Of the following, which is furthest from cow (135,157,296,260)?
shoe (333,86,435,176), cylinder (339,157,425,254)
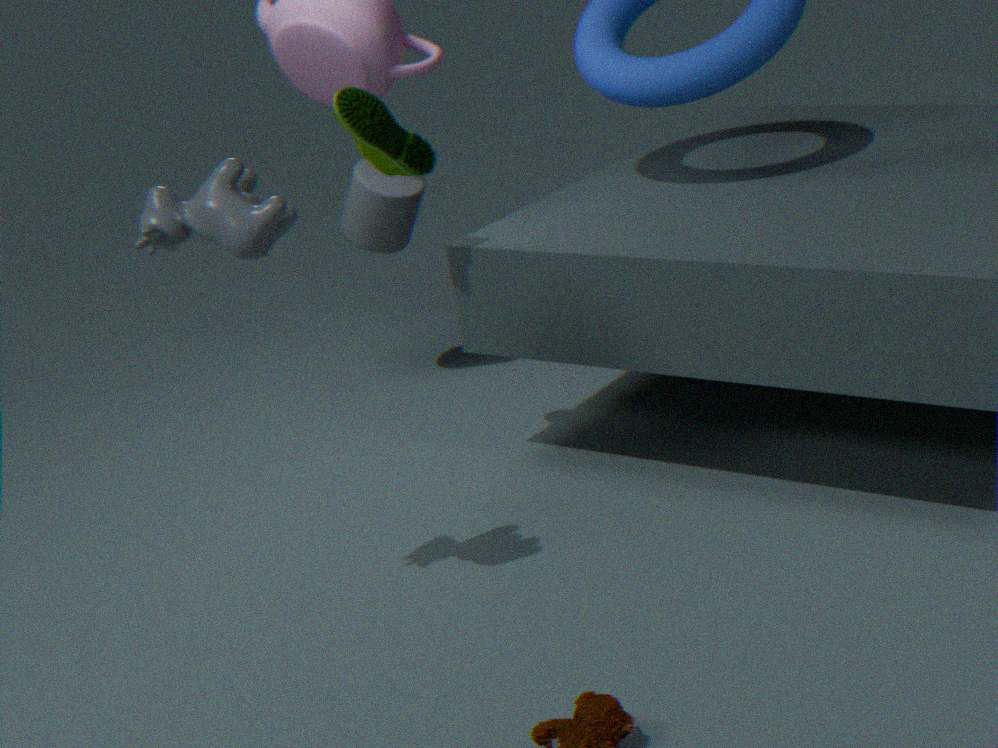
cylinder (339,157,425,254)
